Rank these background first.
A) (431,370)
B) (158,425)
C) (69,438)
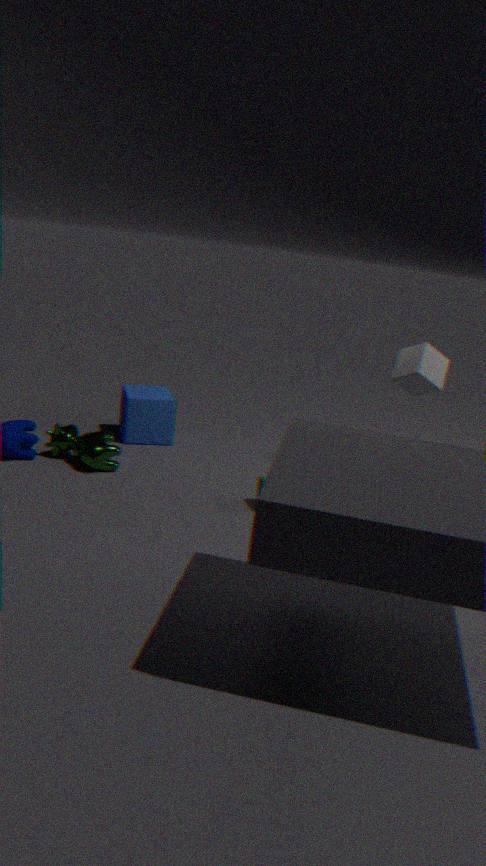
(158,425)
(69,438)
(431,370)
